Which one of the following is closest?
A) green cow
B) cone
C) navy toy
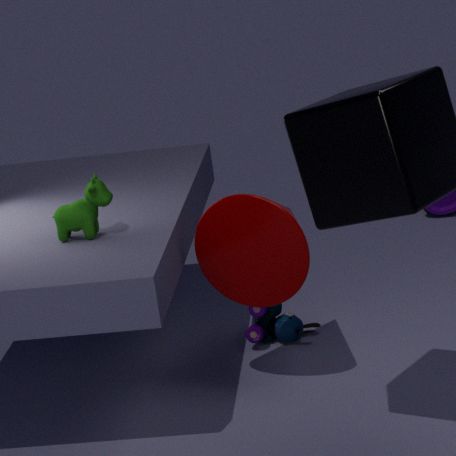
cone
